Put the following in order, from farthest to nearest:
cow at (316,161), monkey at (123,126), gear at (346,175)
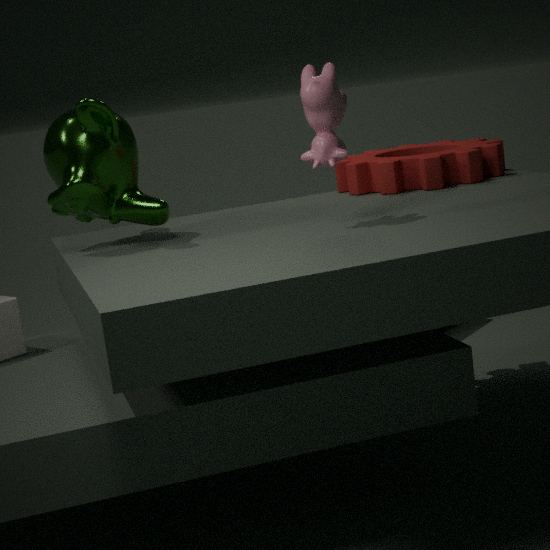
gear at (346,175)
monkey at (123,126)
cow at (316,161)
